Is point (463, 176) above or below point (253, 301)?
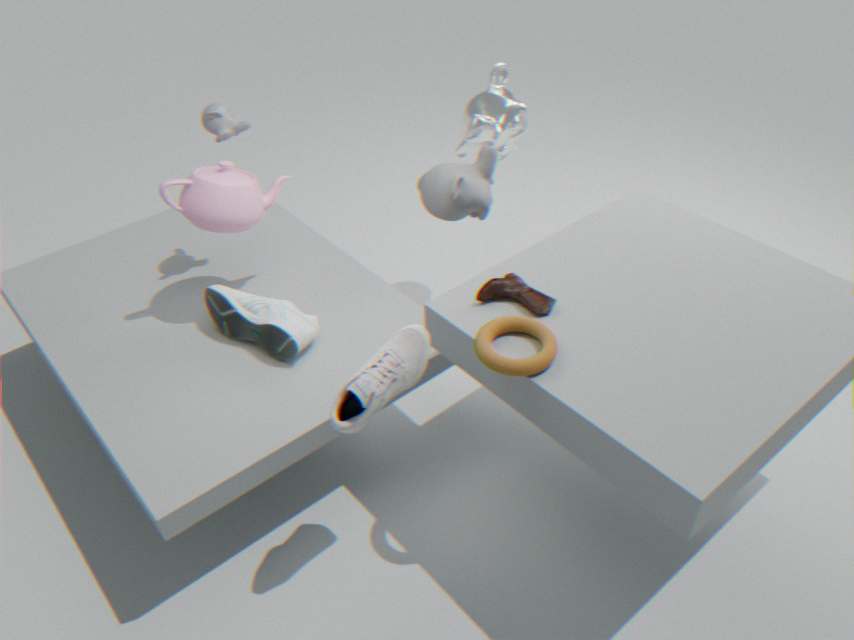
above
